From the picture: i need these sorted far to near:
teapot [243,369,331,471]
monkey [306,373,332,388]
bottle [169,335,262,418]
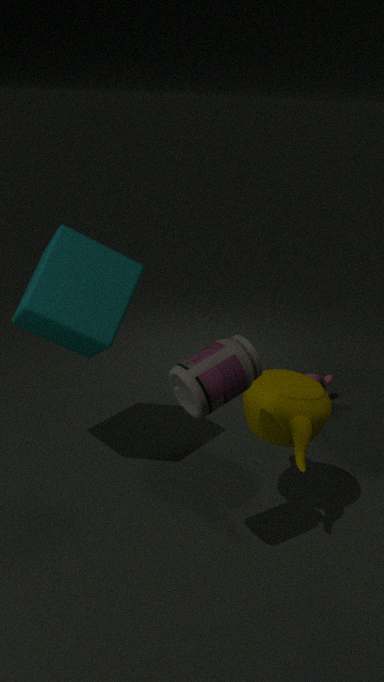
monkey [306,373,332,388], teapot [243,369,331,471], bottle [169,335,262,418]
